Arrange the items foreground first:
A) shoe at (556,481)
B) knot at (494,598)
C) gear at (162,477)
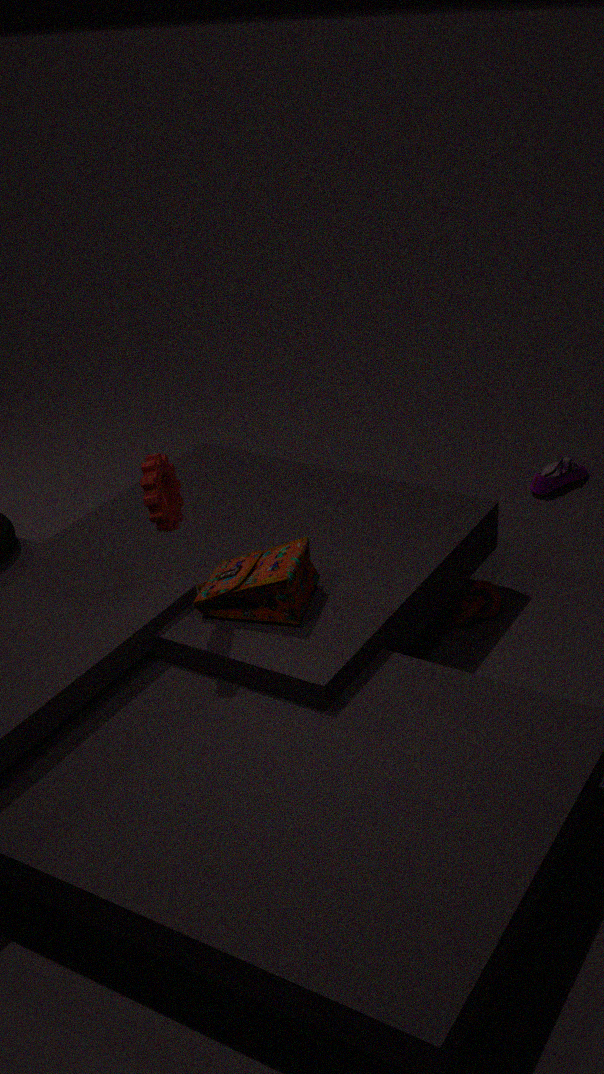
gear at (162,477) < knot at (494,598) < shoe at (556,481)
